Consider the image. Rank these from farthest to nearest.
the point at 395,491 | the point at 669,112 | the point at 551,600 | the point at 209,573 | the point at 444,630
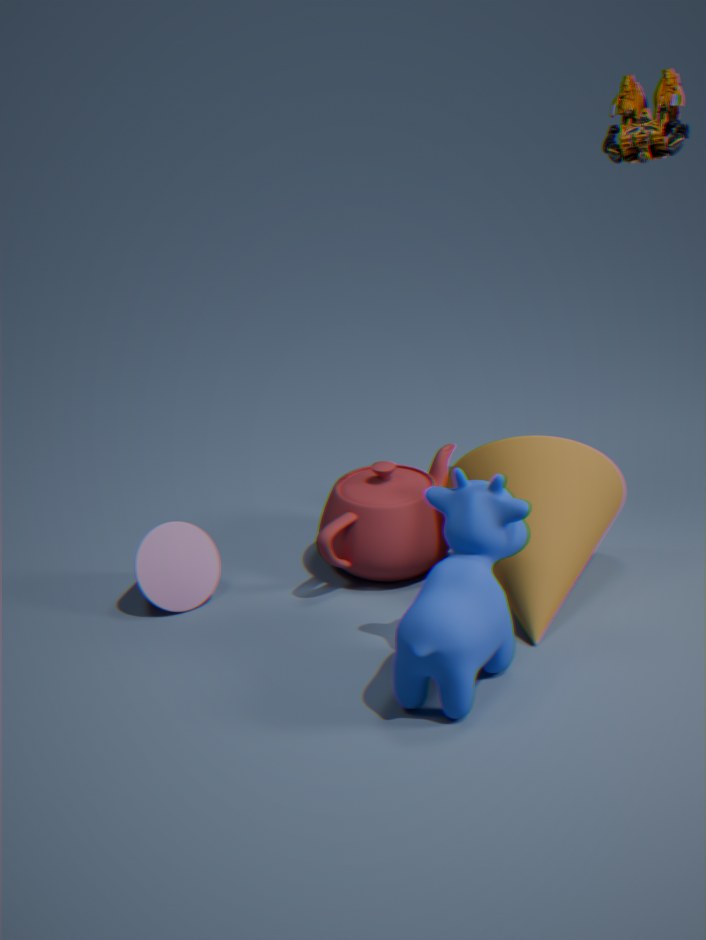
the point at 395,491 → the point at 209,573 → the point at 669,112 → the point at 551,600 → the point at 444,630
